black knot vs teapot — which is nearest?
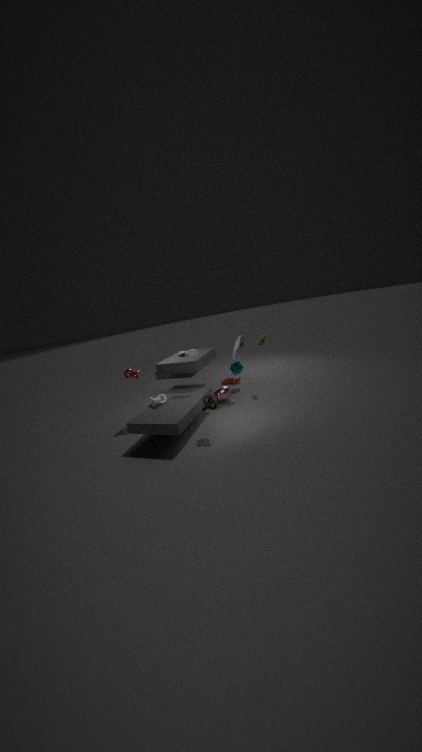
black knot
